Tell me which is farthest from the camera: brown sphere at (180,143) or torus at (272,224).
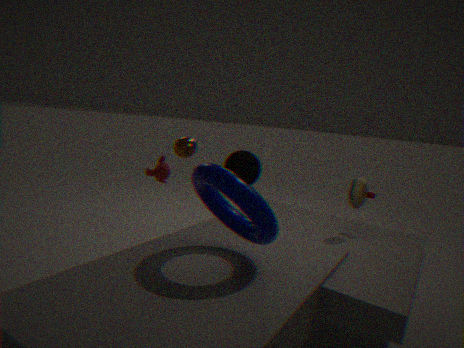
brown sphere at (180,143)
